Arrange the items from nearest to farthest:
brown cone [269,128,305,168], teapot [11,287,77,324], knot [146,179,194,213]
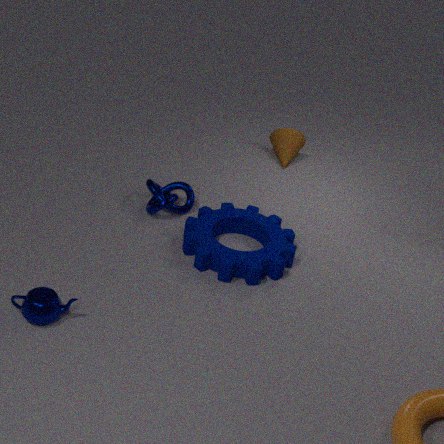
1. teapot [11,287,77,324]
2. knot [146,179,194,213]
3. brown cone [269,128,305,168]
